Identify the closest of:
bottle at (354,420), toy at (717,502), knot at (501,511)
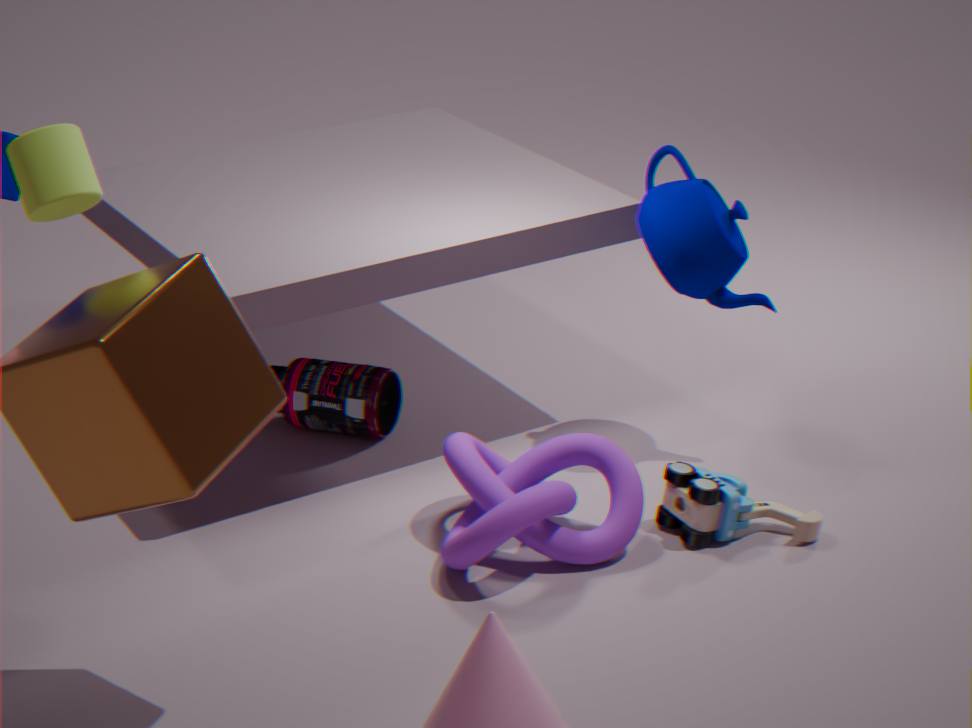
knot at (501,511)
